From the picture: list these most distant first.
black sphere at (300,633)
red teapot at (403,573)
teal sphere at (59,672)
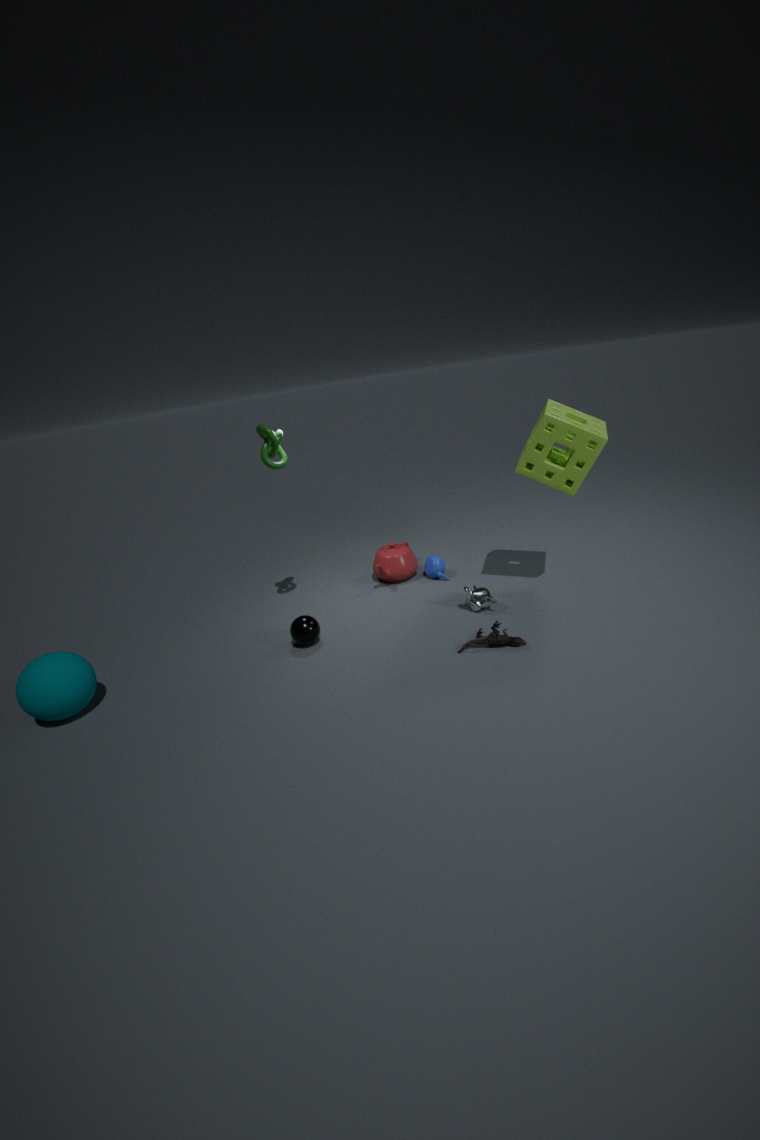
red teapot at (403,573), black sphere at (300,633), teal sphere at (59,672)
